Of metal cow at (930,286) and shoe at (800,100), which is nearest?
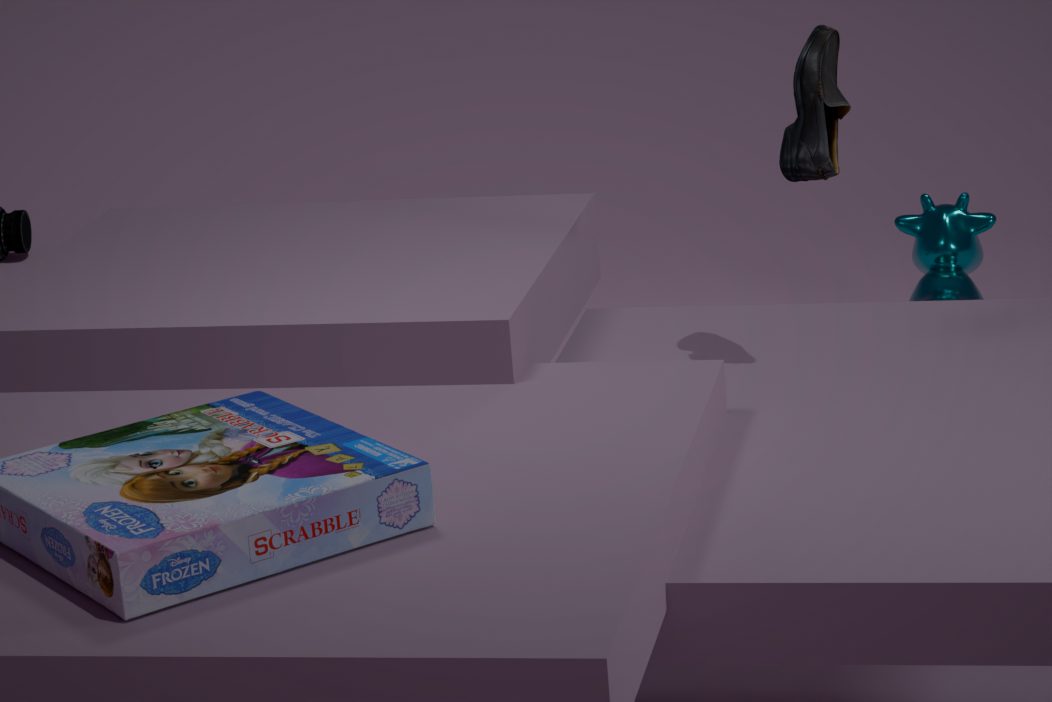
shoe at (800,100)
